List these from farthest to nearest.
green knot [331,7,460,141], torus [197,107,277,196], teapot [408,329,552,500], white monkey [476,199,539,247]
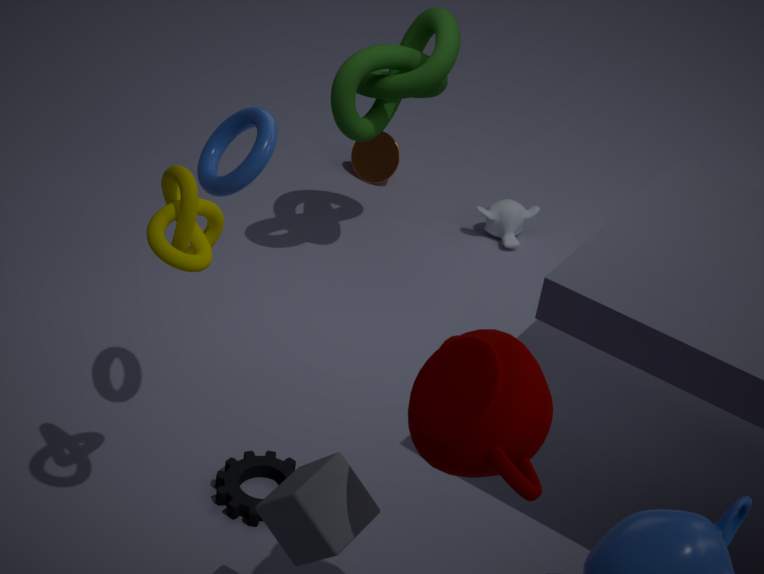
white monkey [476,199,539,247]
green knot [331,7,460,141]
torus [197,107,277,196]
teapot [408,329,552,500]
